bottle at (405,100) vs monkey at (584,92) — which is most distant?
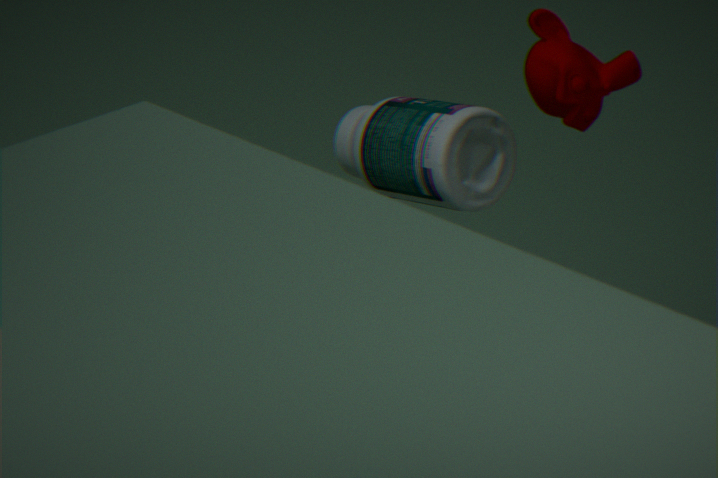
bottle at (405,100)
